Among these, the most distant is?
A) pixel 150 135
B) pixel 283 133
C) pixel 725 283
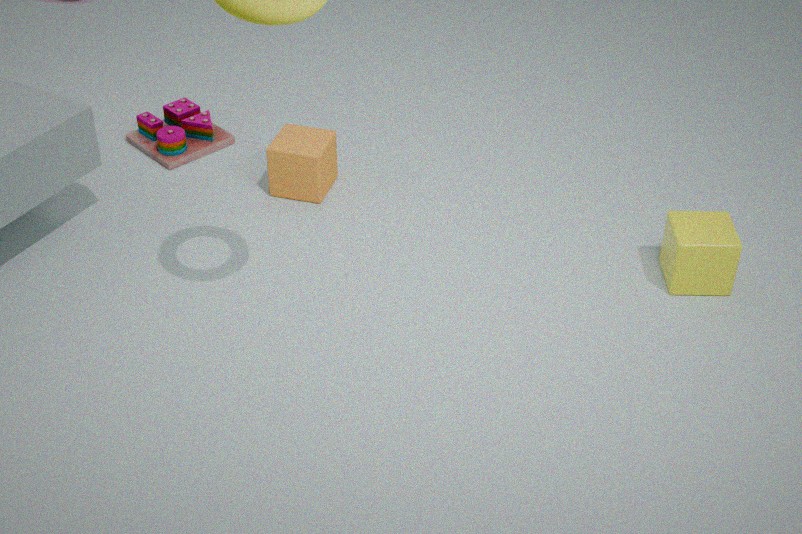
pixel 150 135
